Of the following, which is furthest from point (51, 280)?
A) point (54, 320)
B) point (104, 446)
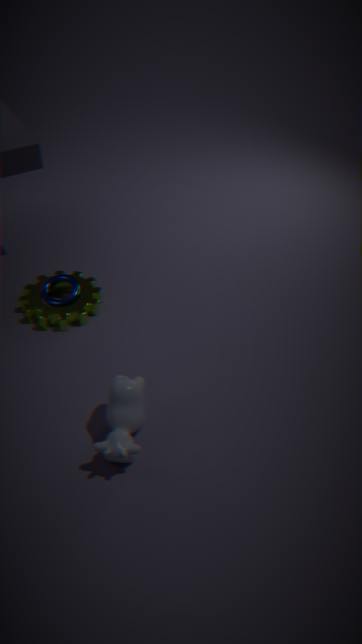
point (104, 446)
